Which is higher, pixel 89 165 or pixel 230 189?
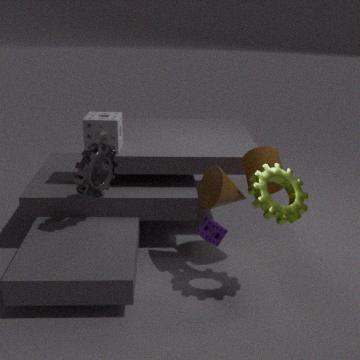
pixel 89 165
